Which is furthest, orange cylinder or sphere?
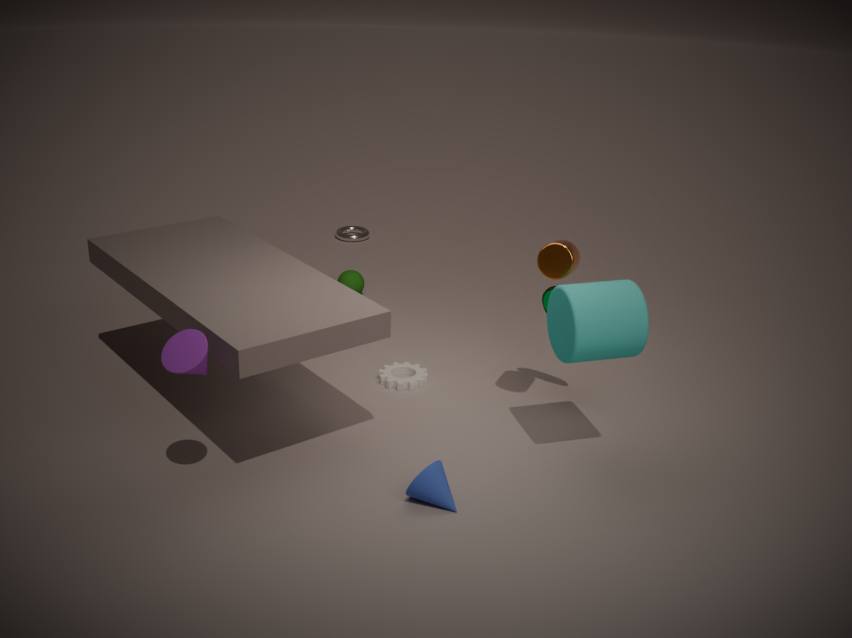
sphere
